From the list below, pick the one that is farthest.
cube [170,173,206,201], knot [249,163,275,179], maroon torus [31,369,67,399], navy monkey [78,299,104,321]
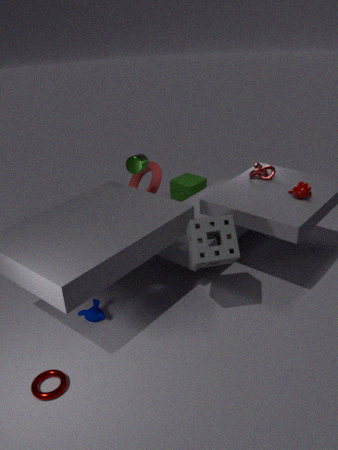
cube [170,173,206,201]
